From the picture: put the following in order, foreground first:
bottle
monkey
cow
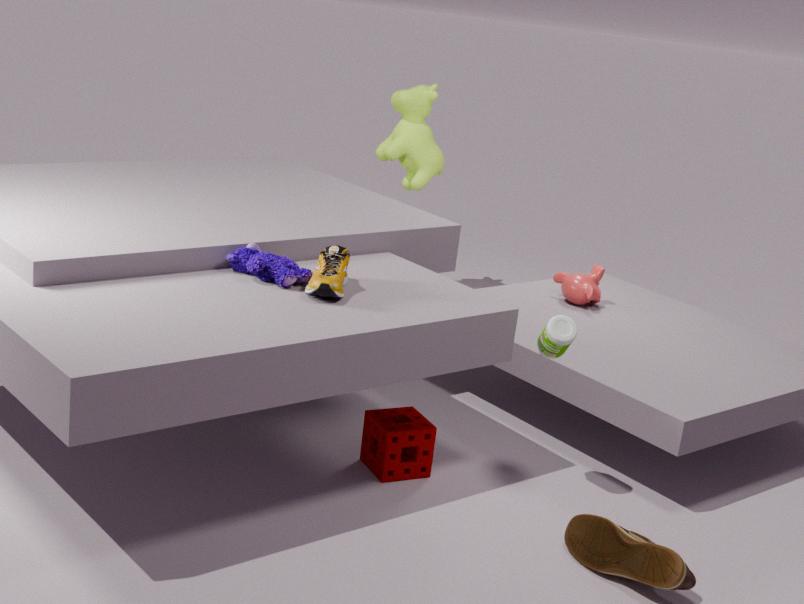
bottle, monkey, cow
